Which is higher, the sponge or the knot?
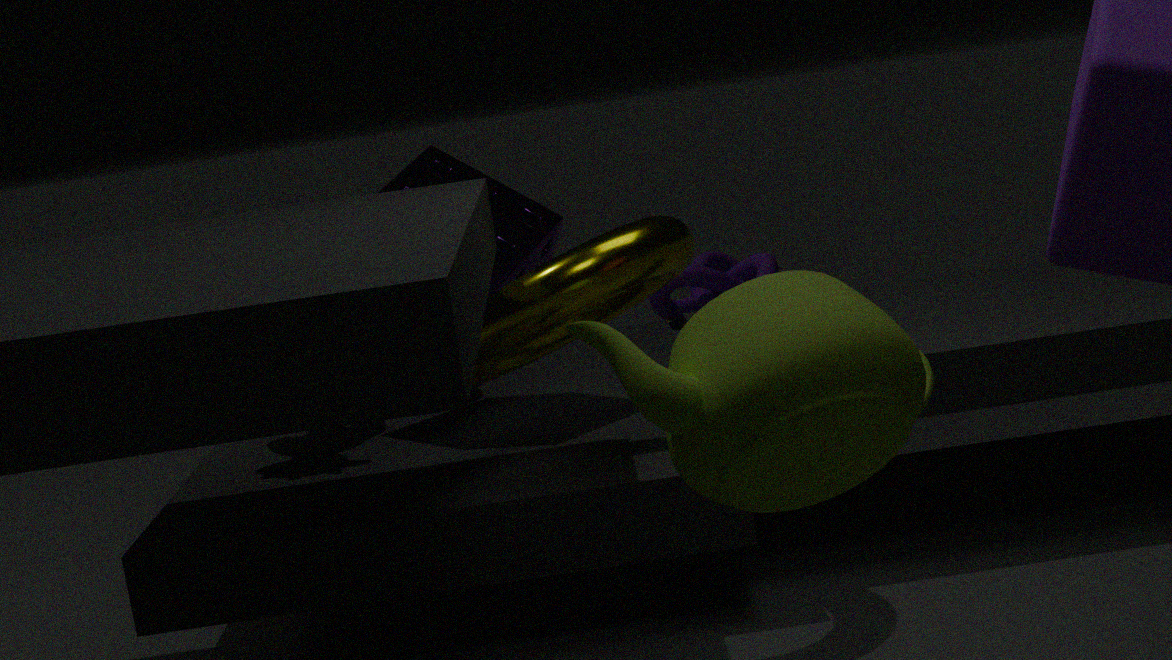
the sponge
